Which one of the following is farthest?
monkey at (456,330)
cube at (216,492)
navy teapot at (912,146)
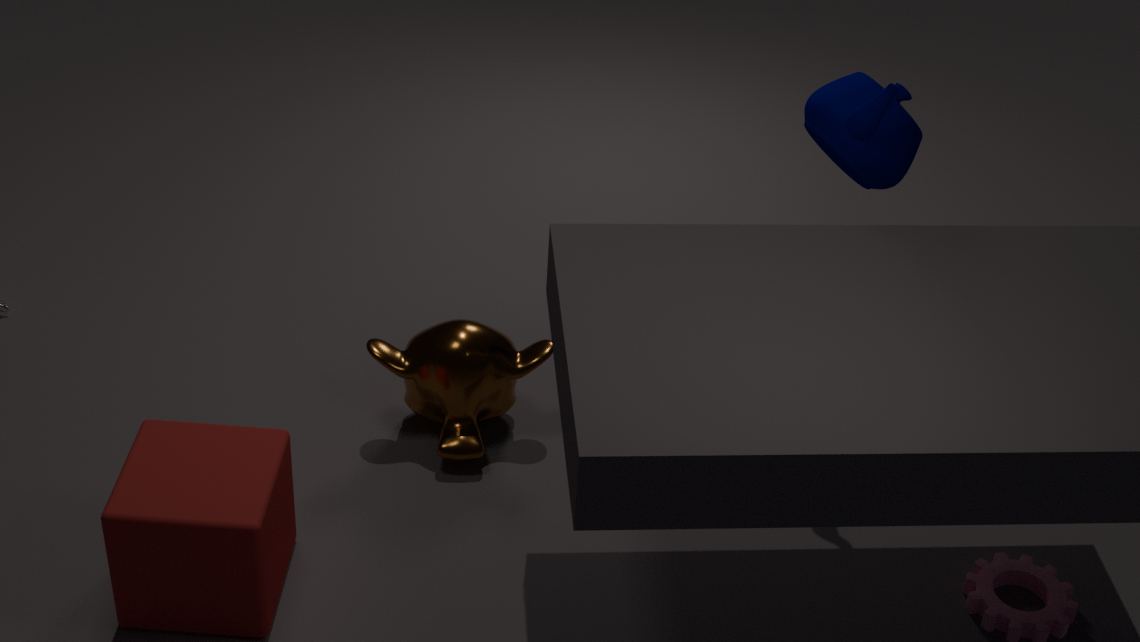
monkey at (456,330)
